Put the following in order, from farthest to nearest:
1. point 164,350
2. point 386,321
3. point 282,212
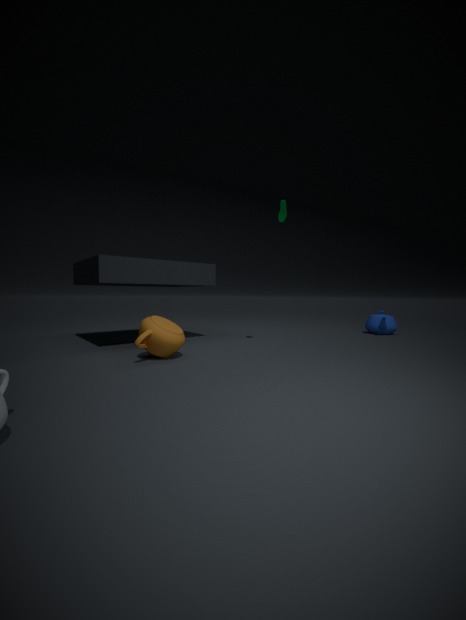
point 386,321, point 282,212, point 164,350
